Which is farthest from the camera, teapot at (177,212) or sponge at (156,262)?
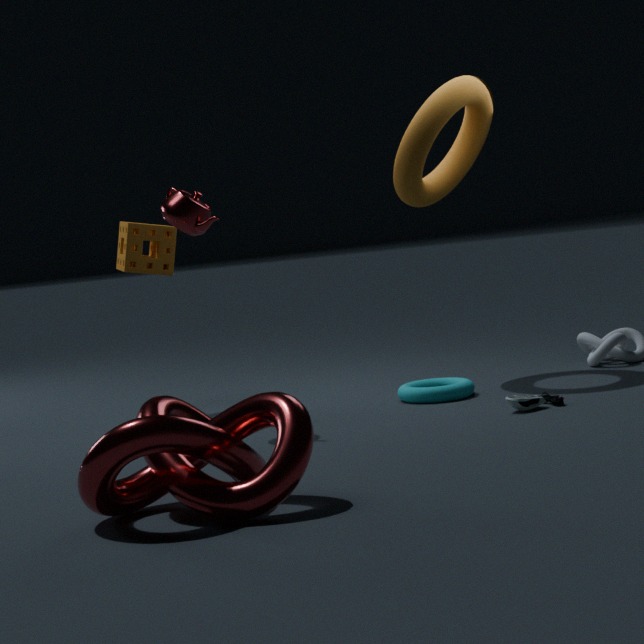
sponge at (156,262)
